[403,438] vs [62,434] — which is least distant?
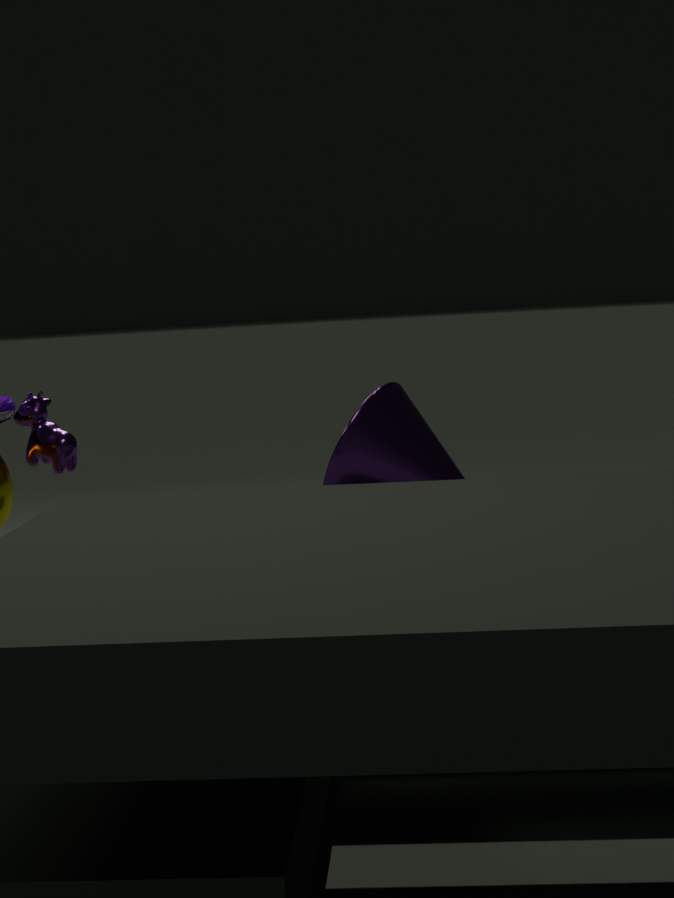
[403,438]
